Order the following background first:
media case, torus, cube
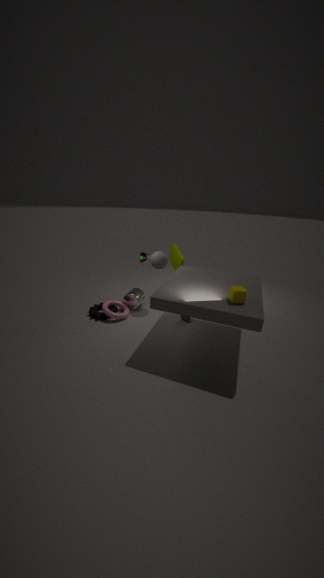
media case < torus < cube
